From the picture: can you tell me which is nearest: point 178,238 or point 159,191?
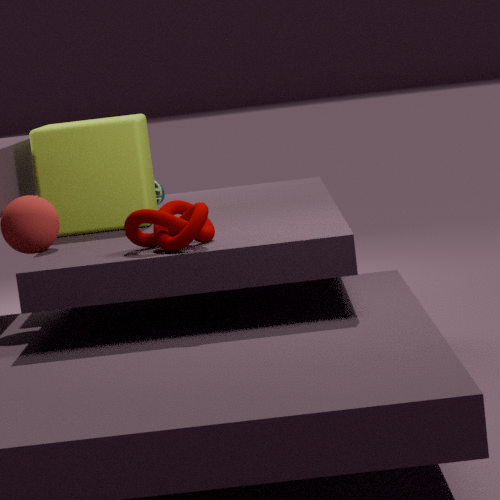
point 178,238
